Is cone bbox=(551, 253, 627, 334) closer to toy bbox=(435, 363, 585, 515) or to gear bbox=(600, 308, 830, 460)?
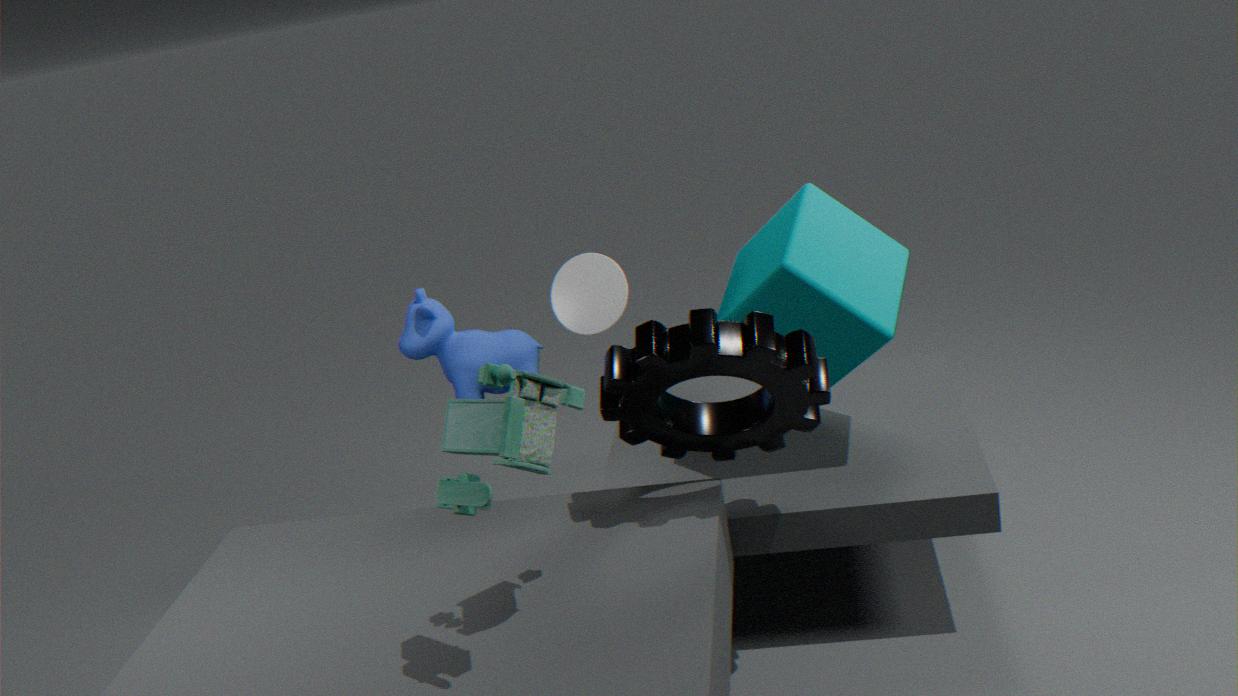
gear bbox=(600, 308, 830, 460)
